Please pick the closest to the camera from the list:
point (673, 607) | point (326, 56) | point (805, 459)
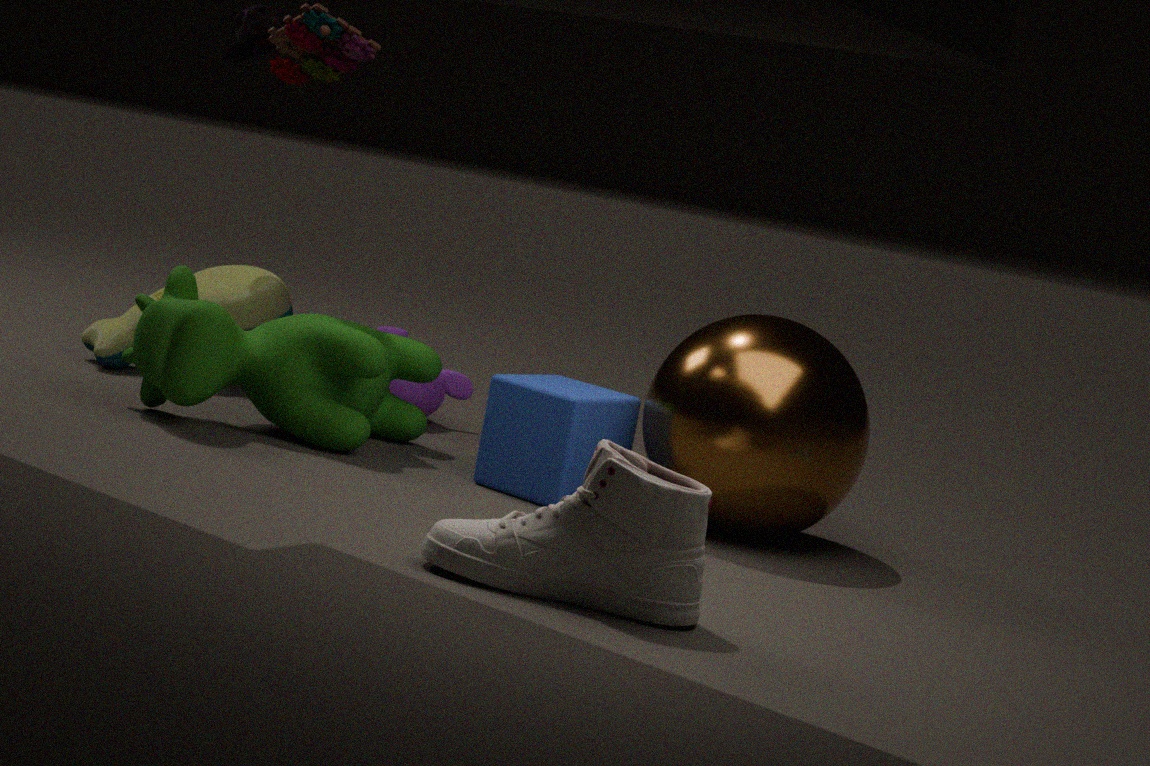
point (673, 607)
